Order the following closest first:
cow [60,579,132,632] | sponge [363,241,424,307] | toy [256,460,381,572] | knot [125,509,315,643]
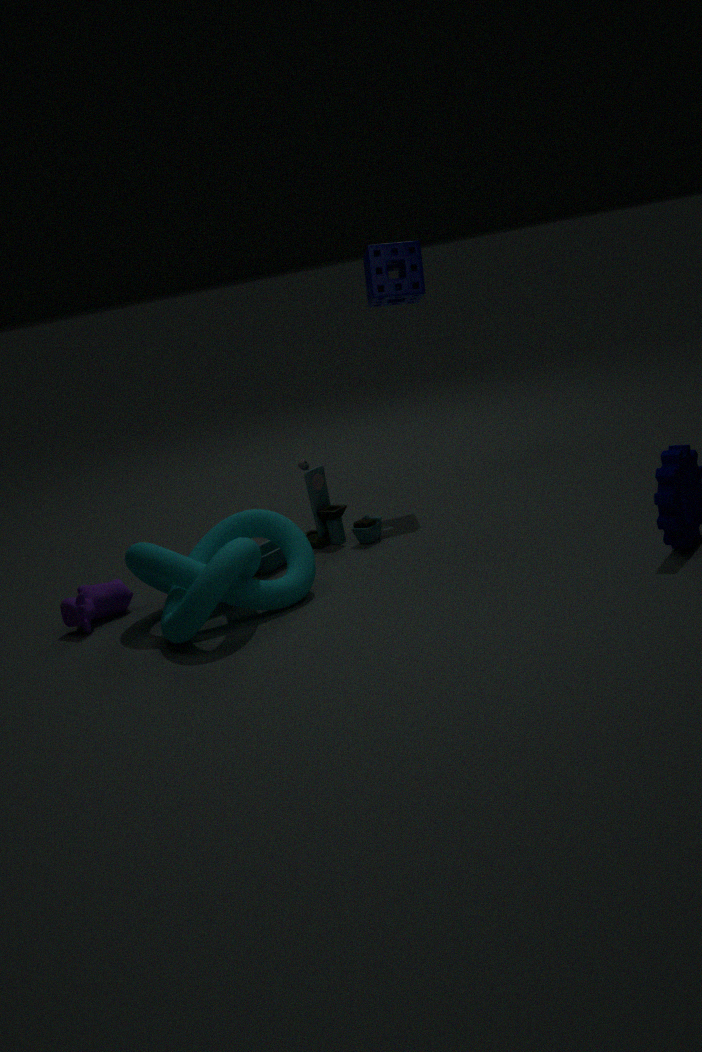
1. knot [125,509,315,643]
2. cow [60,579,132,632]
3. toy [256,460,381,572]
4. sponge [363,241,424,307]
